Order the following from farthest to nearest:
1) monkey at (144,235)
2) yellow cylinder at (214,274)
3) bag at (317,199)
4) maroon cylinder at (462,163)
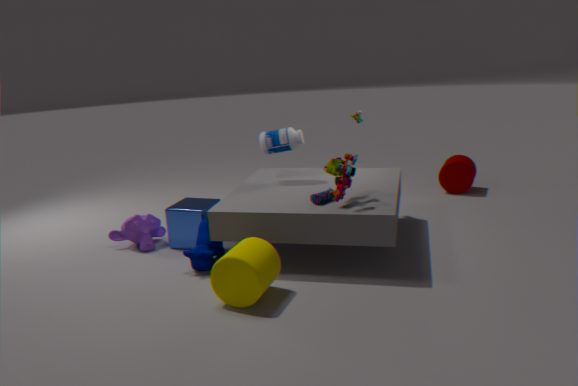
4. maroon cylinder at (462,163) < 1. monkey at (144,235) < 3. bag at (317,199) < 2. yellow cylinder at (214,274)
